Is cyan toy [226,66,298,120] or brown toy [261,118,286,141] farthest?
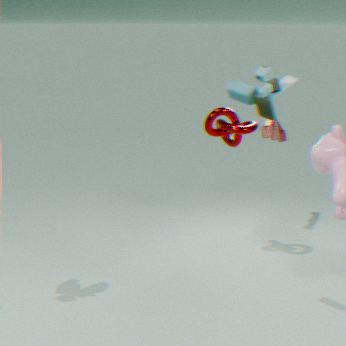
brown toy [261,118,286,141]
